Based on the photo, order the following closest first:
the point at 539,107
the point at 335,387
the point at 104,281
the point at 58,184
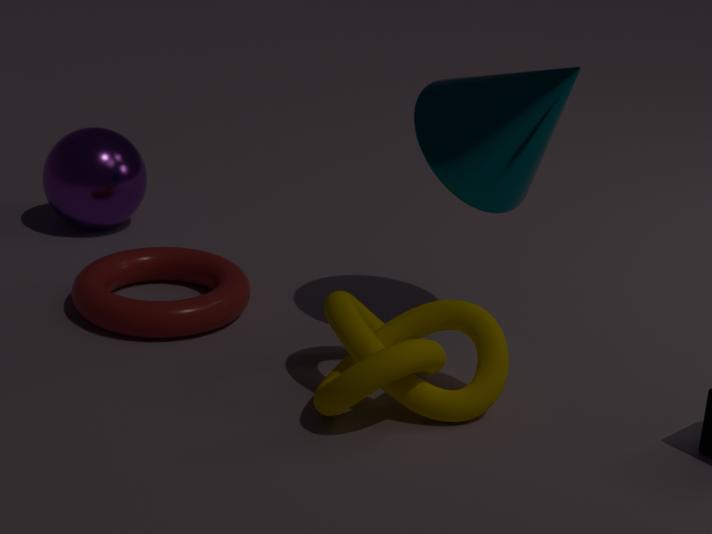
the point at 335,387, the point at 539,107, the point at 104,281, the point at 58,184
